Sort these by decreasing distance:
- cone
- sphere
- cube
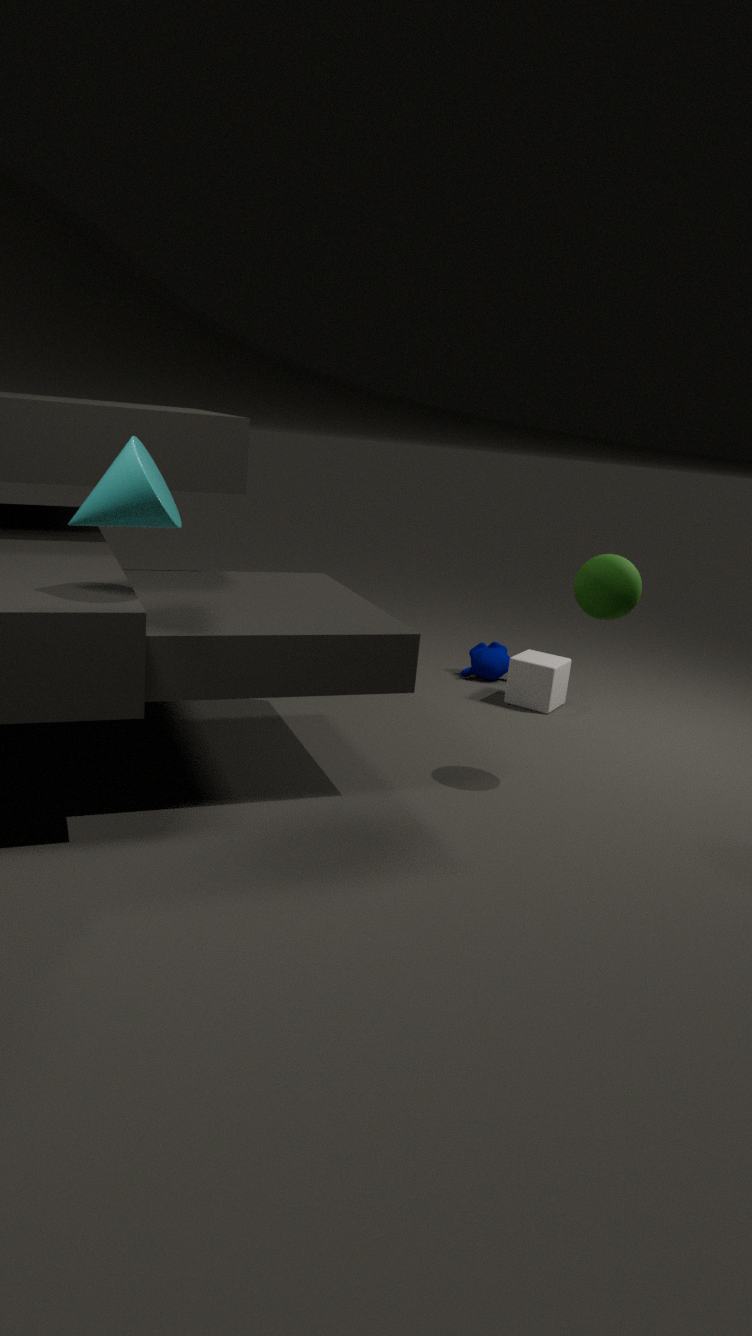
1. cube
2. sphere
3. cone
